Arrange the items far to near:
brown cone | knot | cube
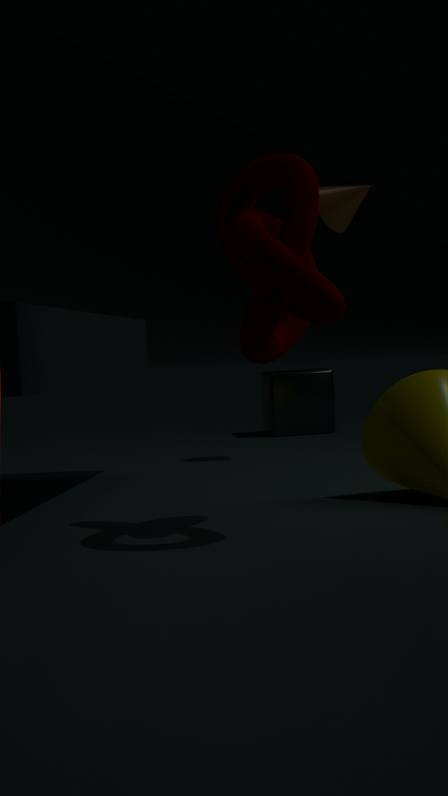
1. cube
2. brown cone
3. knot
